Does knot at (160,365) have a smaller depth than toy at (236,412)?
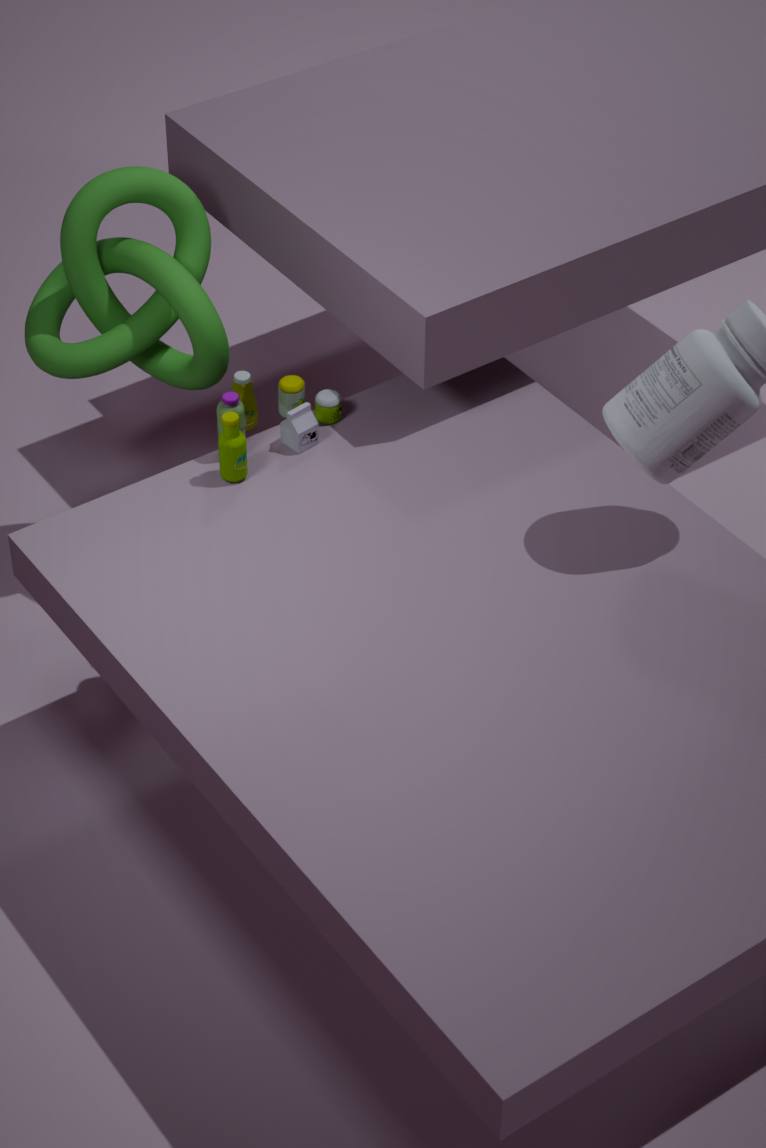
No
